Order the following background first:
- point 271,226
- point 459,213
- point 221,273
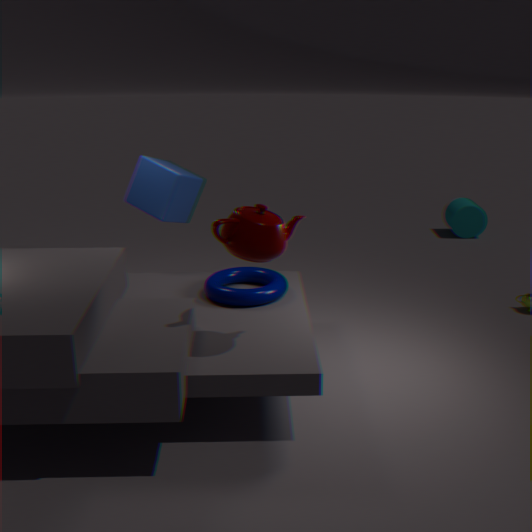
1. point 459,213
2. point 221,273
3. point 271,226
